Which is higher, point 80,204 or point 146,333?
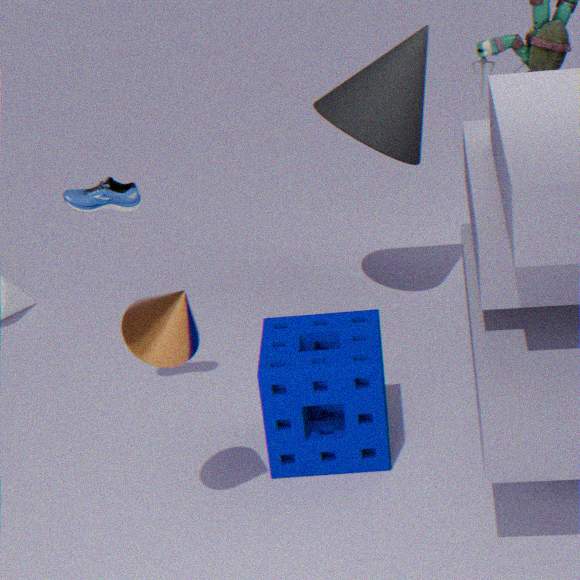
point 80,204
